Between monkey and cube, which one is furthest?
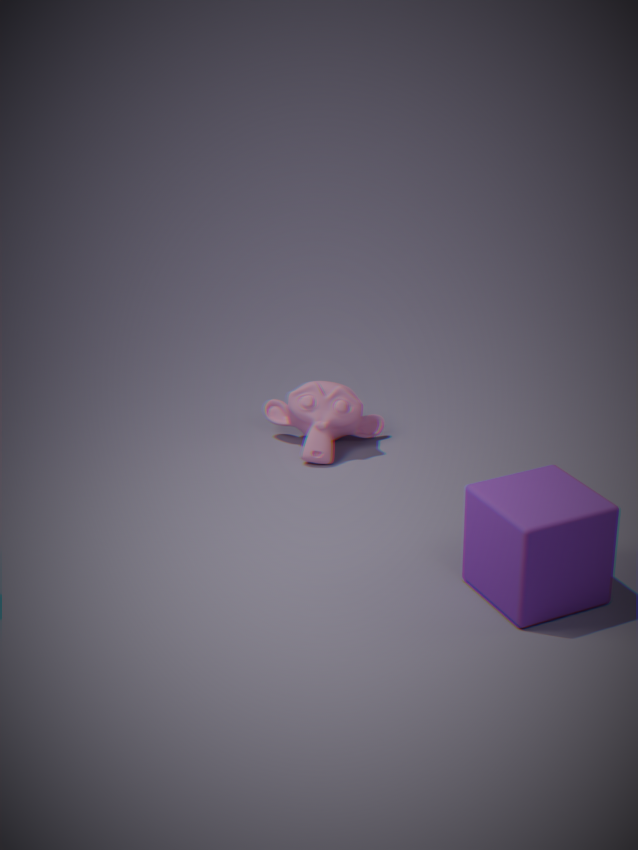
monkey
